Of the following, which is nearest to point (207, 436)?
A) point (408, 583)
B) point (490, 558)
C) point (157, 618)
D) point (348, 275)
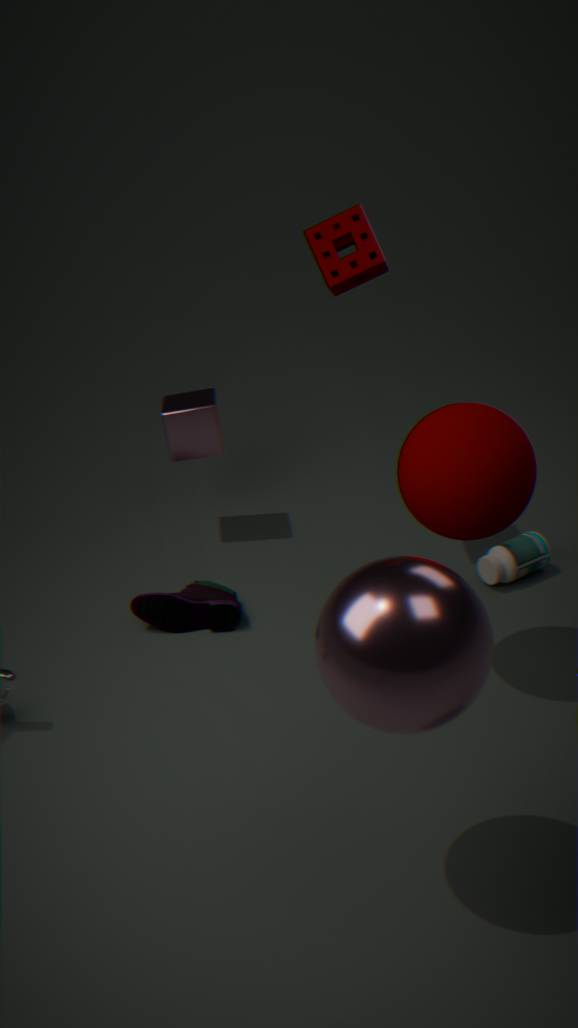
point (157, 618)
